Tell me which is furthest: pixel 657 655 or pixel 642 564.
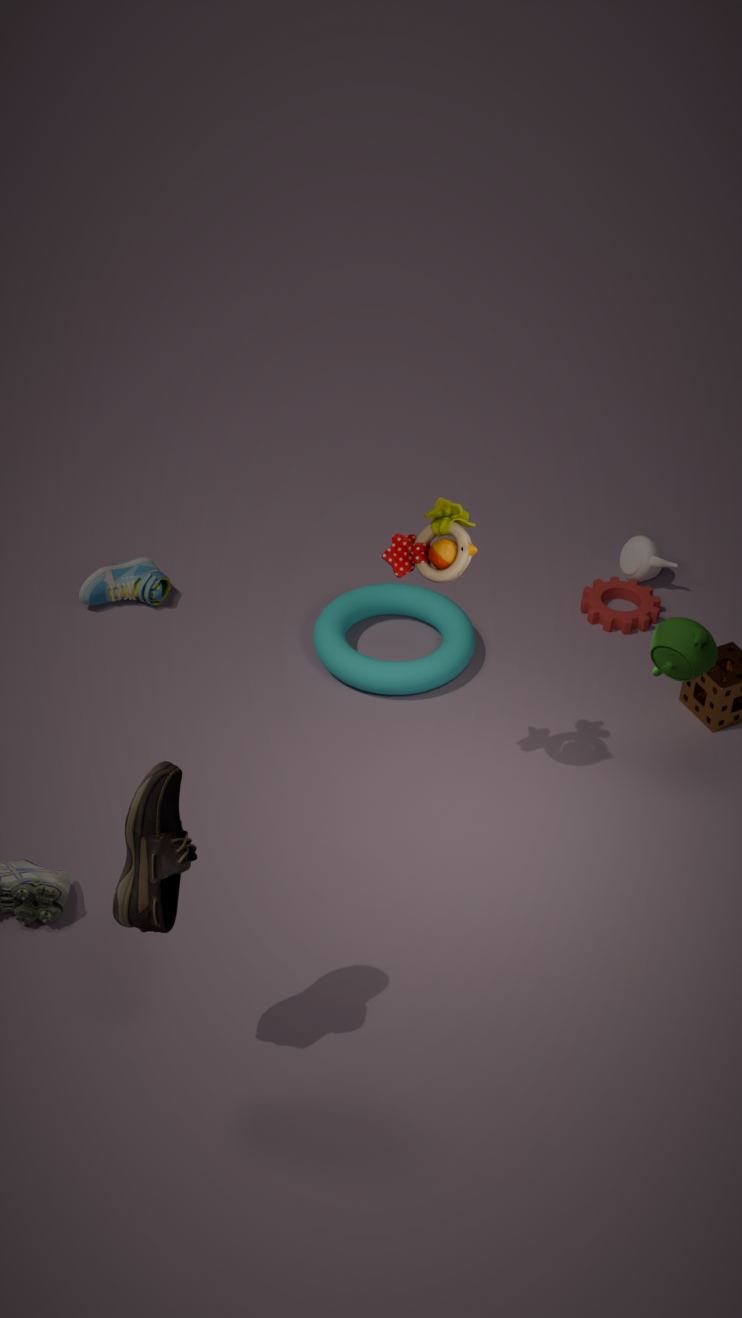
pixel 642 564
